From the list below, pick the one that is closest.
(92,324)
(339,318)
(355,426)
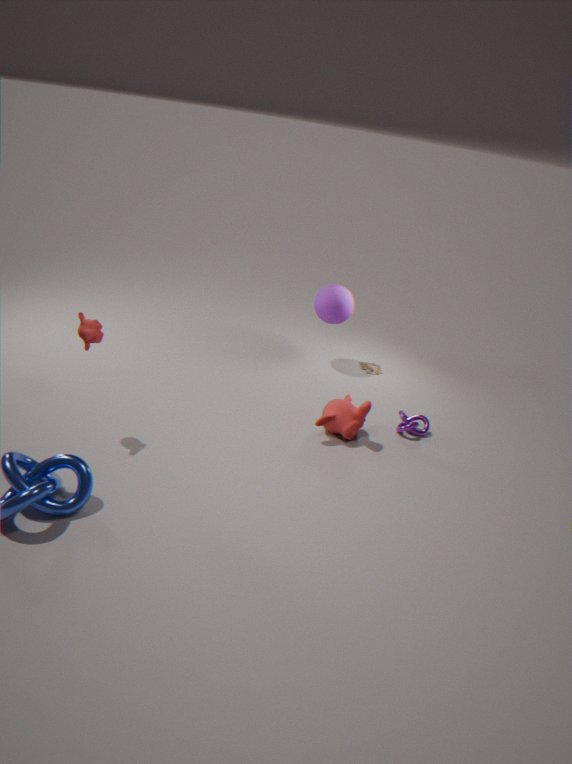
(92,324)
